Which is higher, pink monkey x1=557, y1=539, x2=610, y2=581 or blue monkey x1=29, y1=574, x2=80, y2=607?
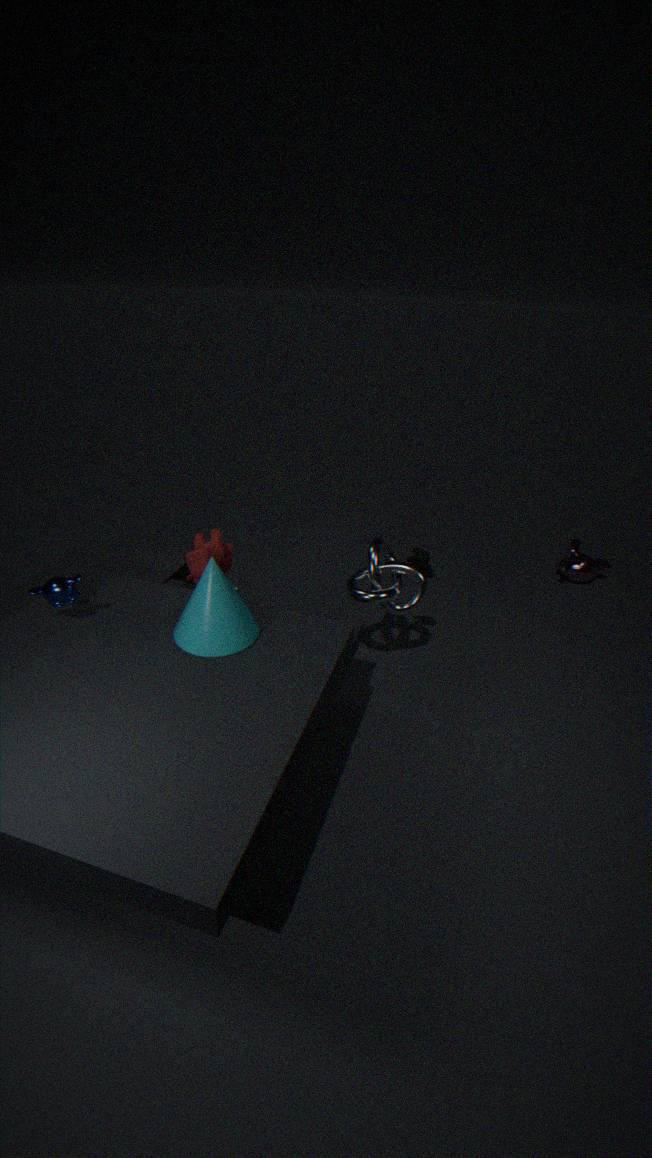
blue monkey x1=29, y1=574, x2=80, y2=607
